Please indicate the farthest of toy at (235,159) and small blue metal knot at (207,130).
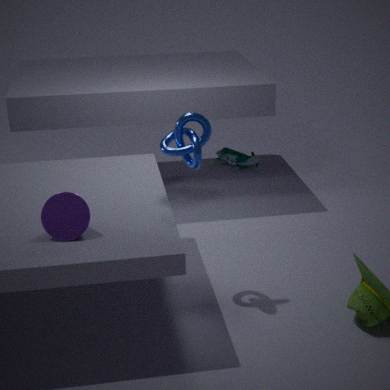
toy at (235,159)
